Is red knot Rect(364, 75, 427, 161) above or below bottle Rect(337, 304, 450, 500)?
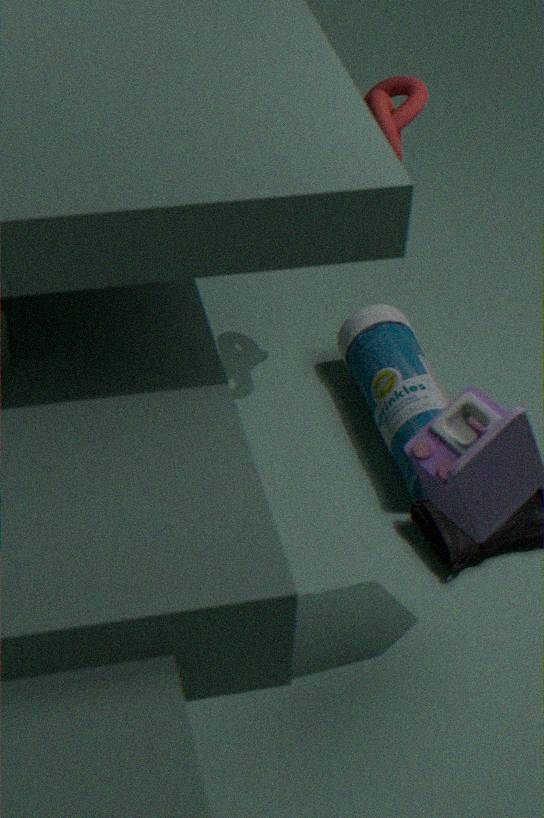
above
